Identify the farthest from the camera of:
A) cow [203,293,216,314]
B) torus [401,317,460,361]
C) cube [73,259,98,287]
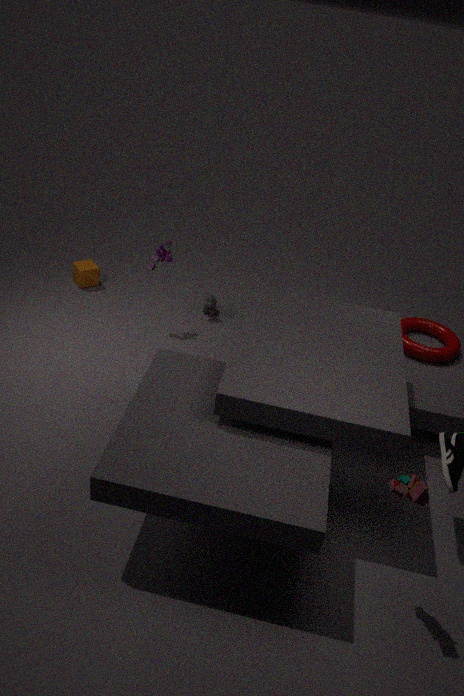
cube [73,259,98,287]
